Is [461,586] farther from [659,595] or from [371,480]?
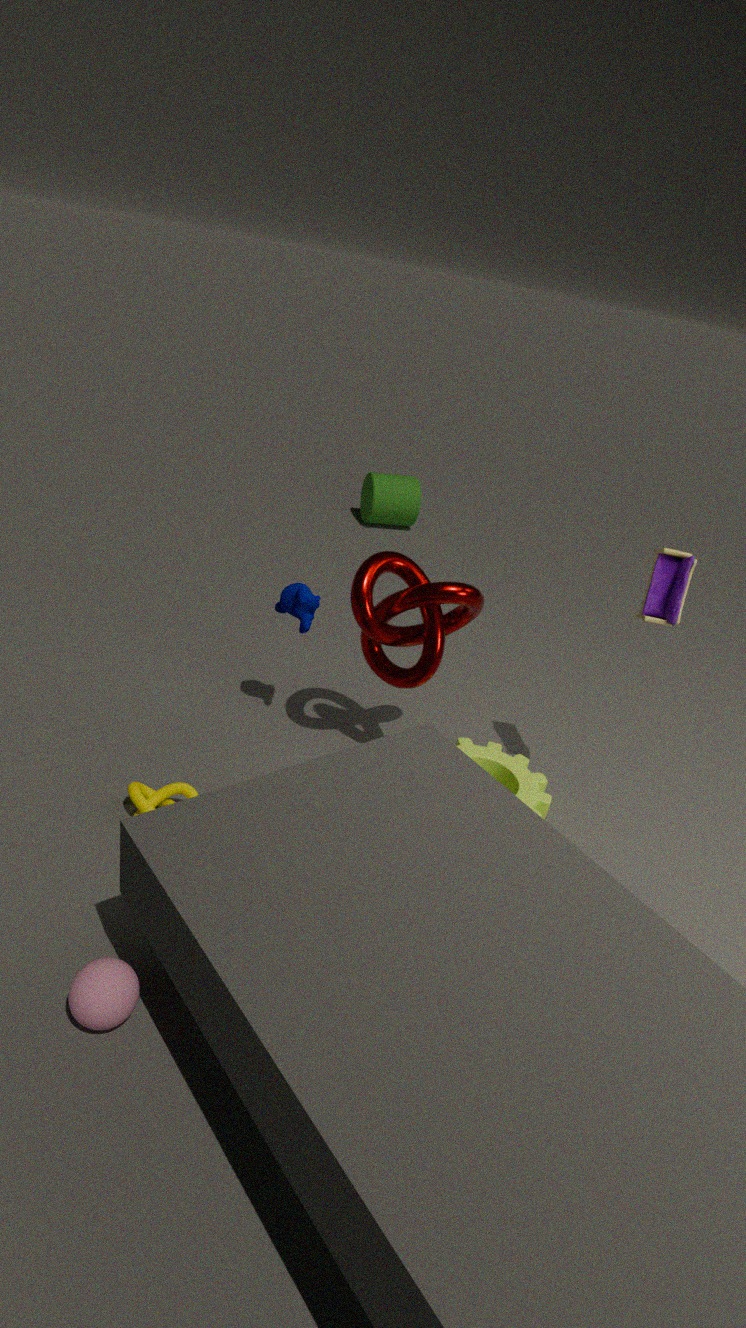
[371,480]
